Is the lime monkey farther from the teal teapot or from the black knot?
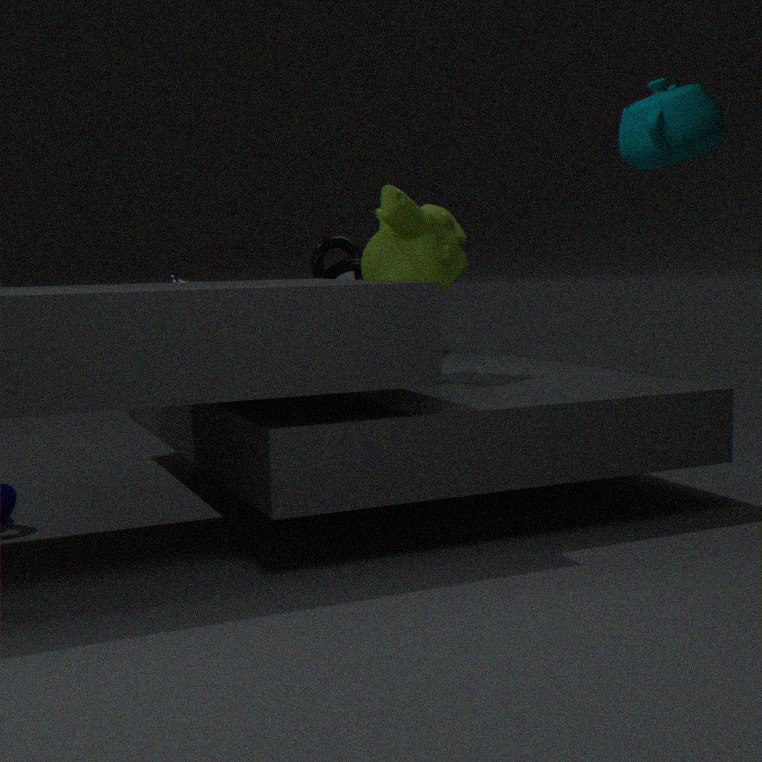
the teal teapot
